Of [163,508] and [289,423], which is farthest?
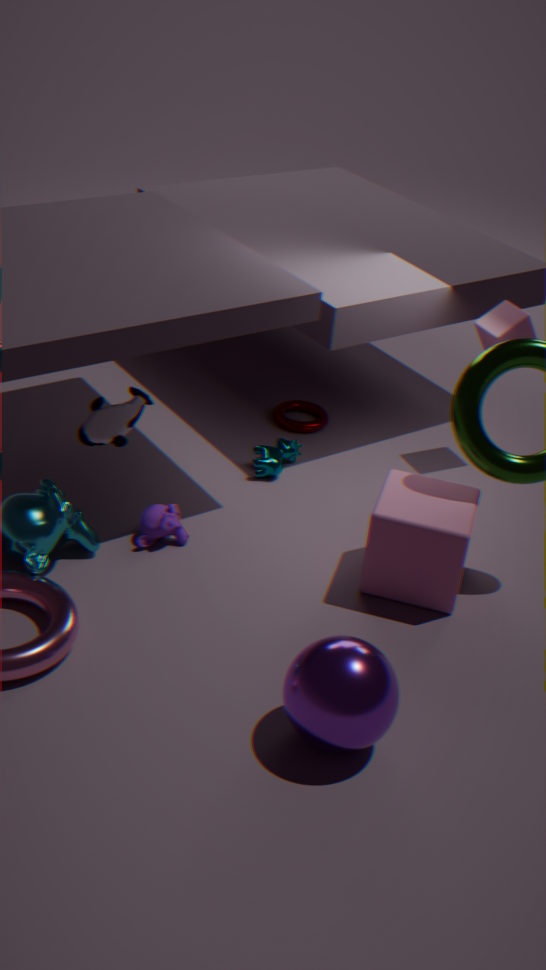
[289,423]
